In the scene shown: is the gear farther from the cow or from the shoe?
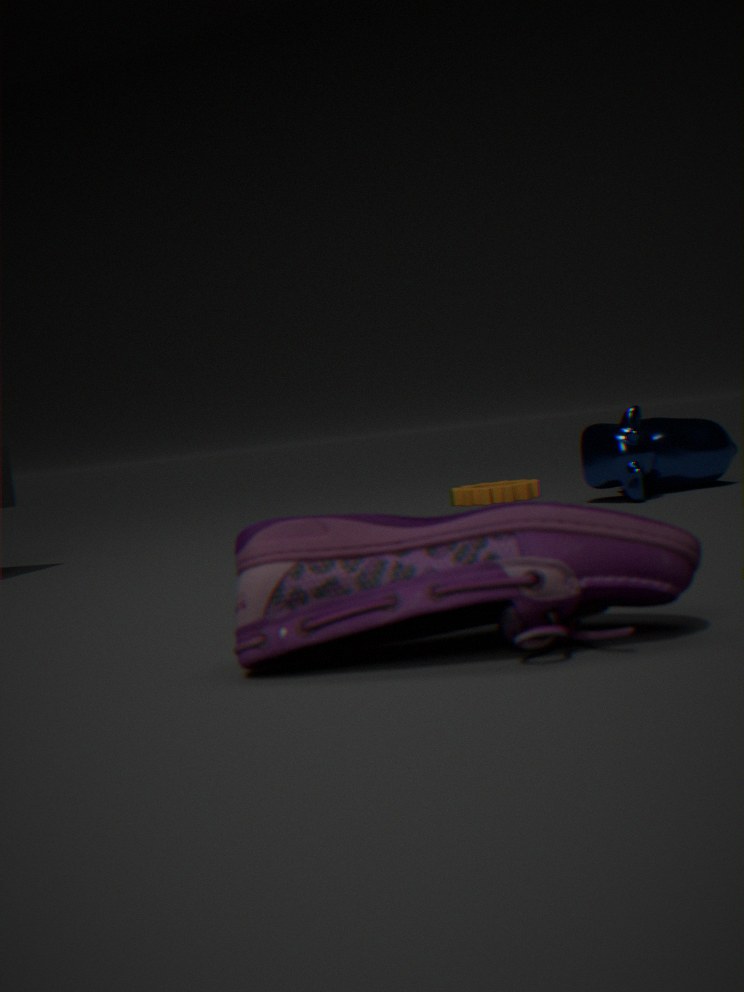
the shoe
